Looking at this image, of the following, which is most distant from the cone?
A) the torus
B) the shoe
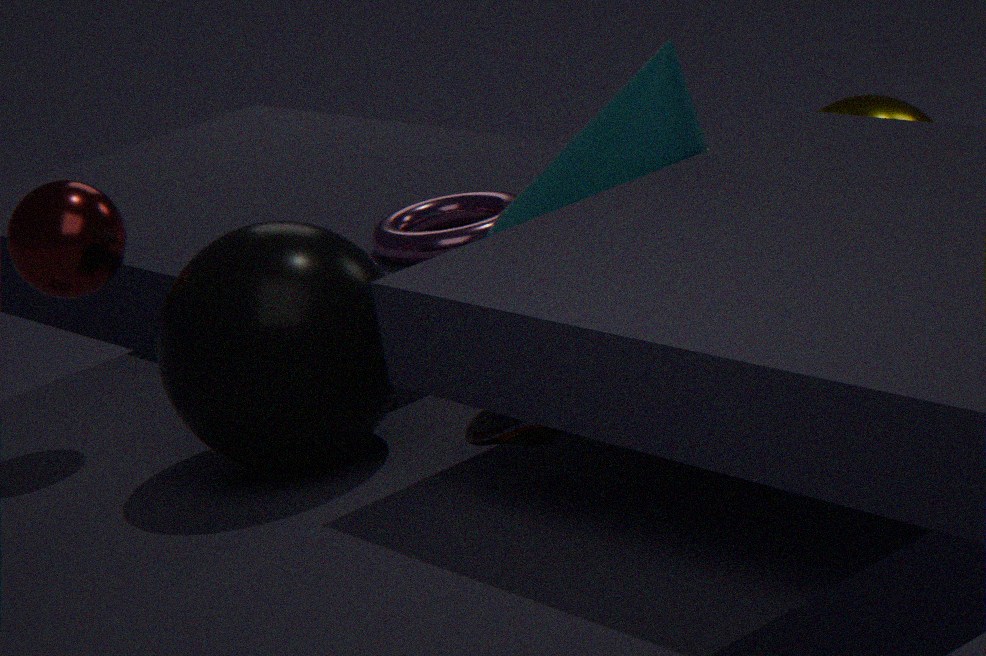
the shoe
